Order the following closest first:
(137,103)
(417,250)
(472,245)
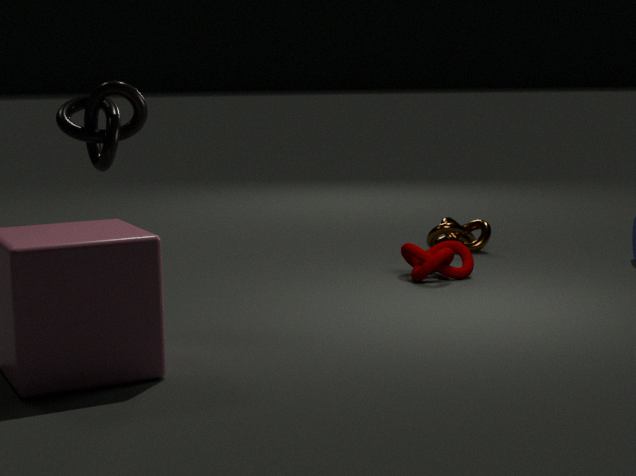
(137,103), (417,250), (472,245)
